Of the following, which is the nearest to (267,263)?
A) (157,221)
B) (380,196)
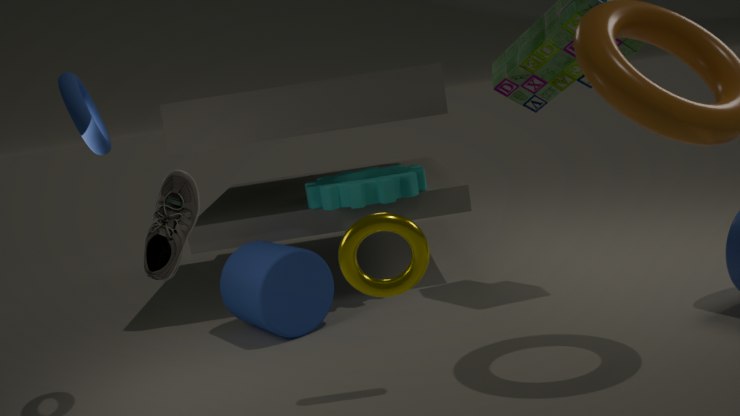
(380,196)
